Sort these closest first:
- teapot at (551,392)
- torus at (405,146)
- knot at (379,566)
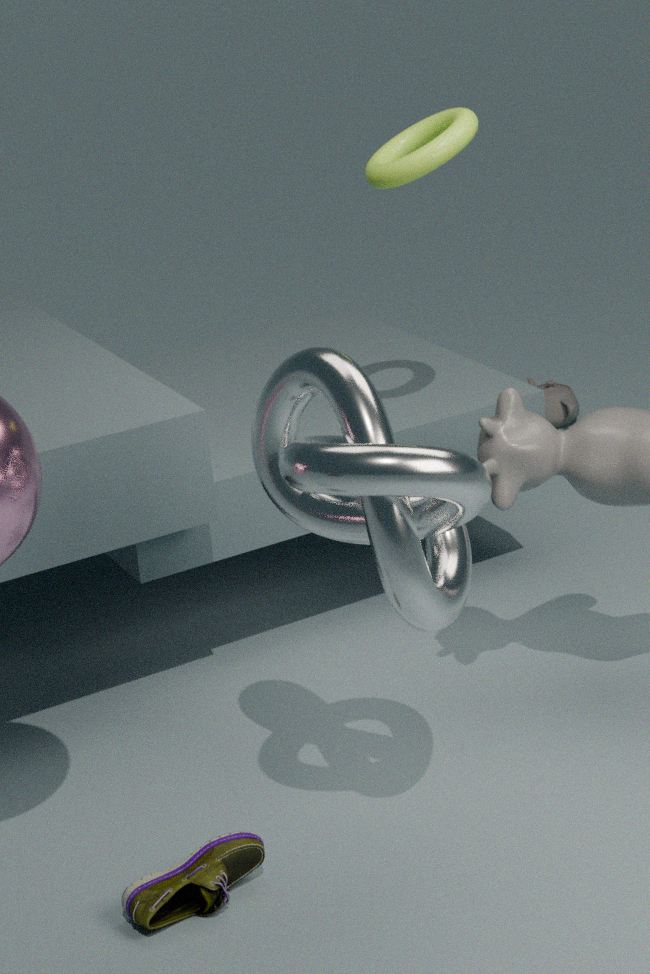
knot at (379,566) < torus at (405,146) < teapot at (551,392)
